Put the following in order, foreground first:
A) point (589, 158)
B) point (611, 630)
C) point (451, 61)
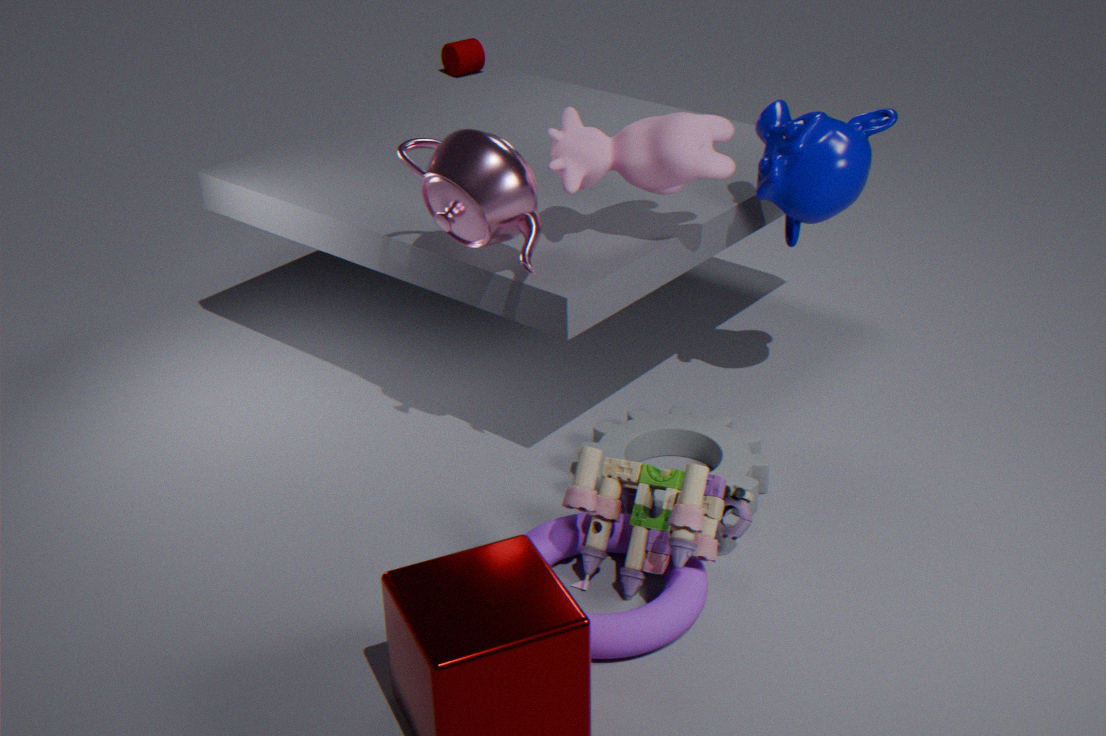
point (611, 630), point (589, 158), point (451, 61)
